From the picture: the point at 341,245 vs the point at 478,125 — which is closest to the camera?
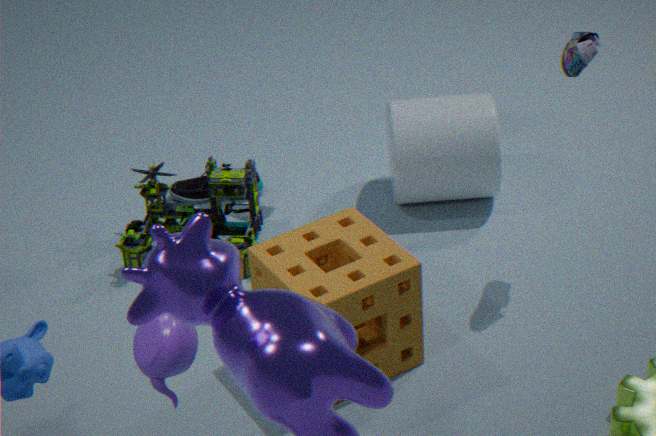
the point at 341,245
